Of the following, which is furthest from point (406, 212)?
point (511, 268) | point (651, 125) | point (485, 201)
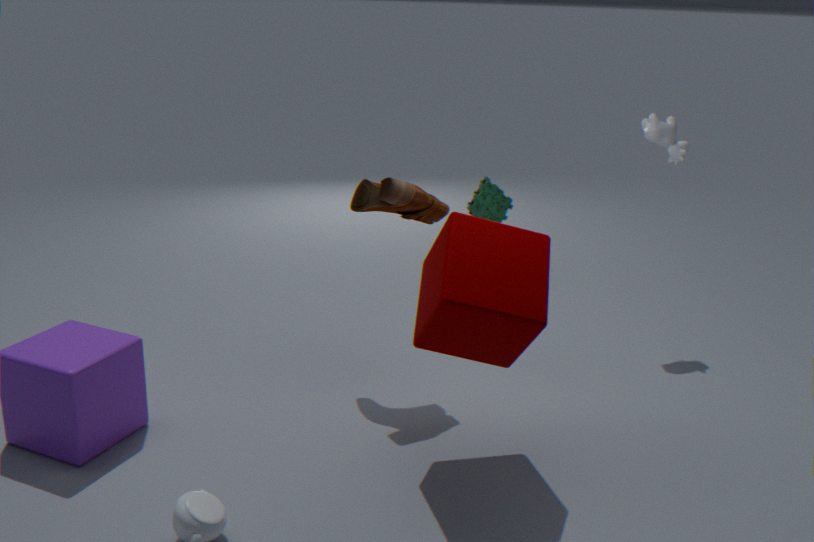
point (651, 125)
